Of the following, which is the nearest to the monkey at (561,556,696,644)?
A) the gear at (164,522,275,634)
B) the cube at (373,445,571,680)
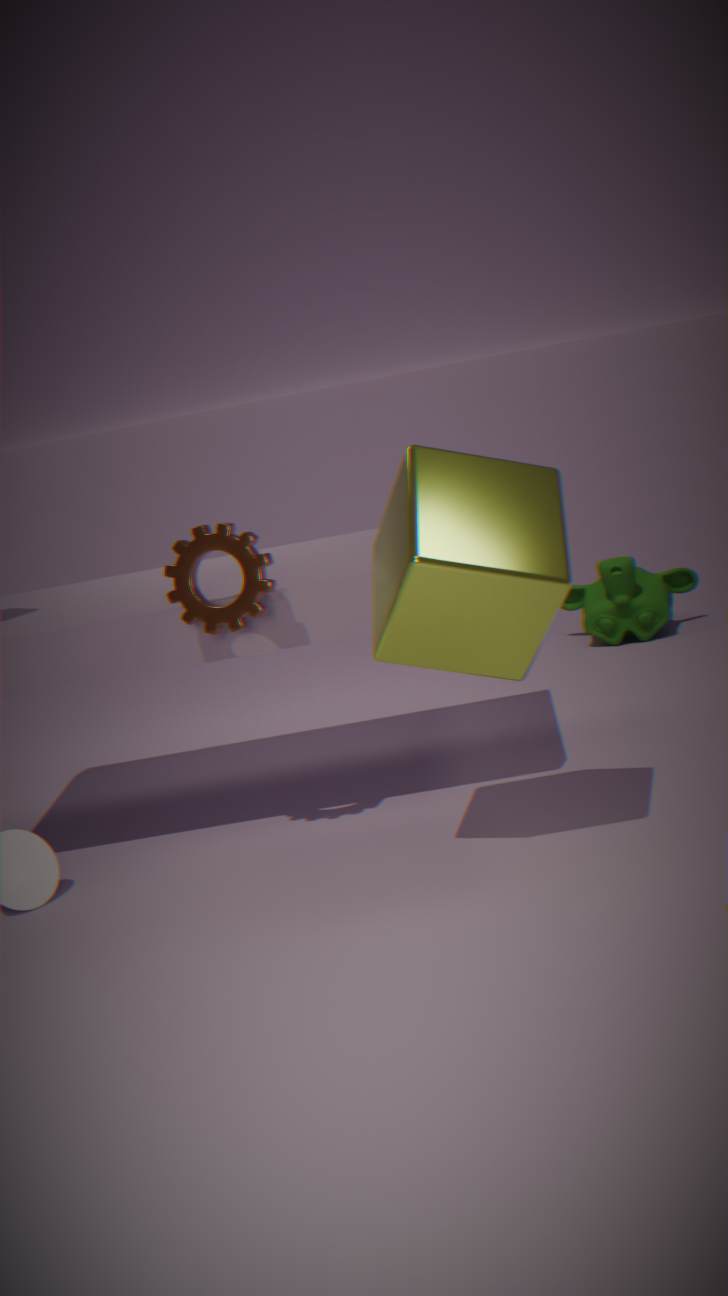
the cube at (373,445,571,680)
